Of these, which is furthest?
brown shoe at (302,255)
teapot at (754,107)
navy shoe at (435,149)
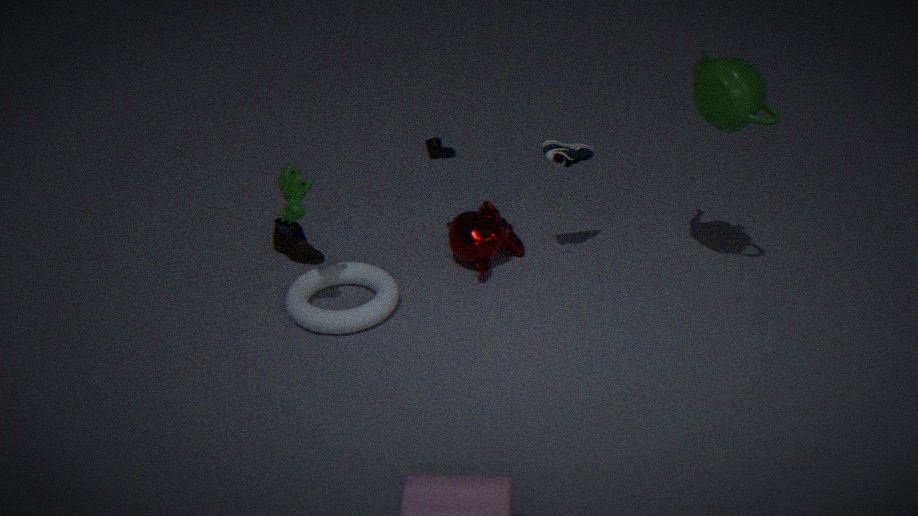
navy shoe at (435,149)
